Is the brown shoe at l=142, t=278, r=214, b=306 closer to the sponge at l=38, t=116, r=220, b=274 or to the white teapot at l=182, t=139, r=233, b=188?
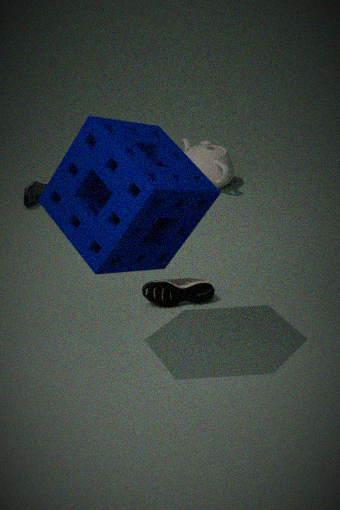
the sponge at l=38, t=116, r=220, b=274
